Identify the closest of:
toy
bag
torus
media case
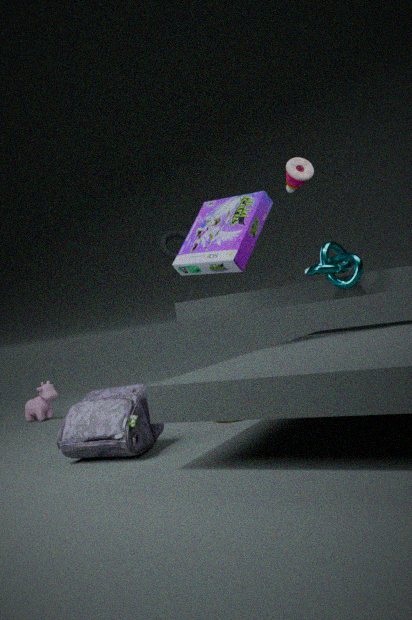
bag
